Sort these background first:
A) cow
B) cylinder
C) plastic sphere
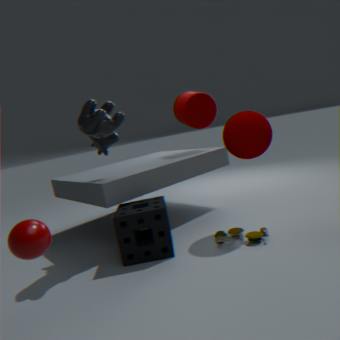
cylinder → cow → plastic sphere
